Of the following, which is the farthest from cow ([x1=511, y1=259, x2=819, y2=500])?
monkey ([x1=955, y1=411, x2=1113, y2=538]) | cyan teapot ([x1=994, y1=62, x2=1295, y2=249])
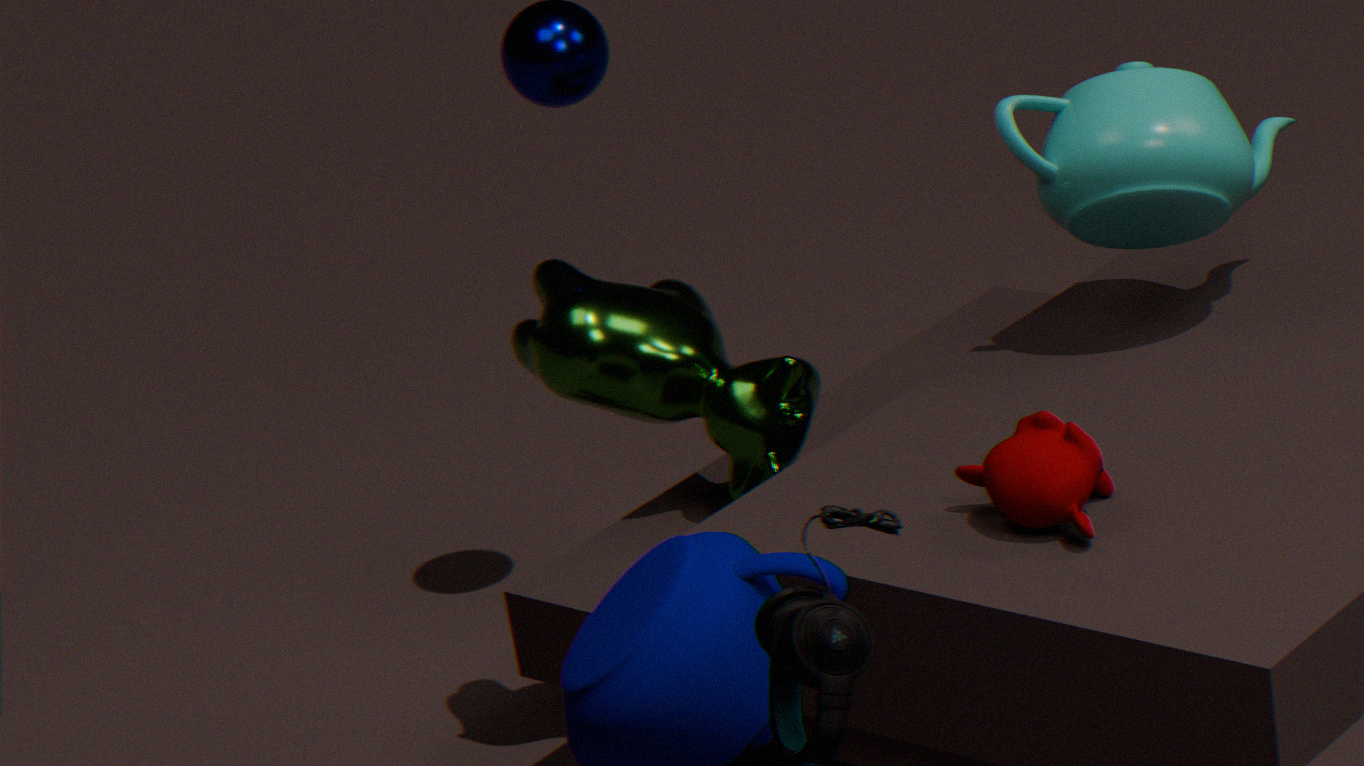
cyan teapot ([x1=994, y1=62, x2=1295, y2=249])
